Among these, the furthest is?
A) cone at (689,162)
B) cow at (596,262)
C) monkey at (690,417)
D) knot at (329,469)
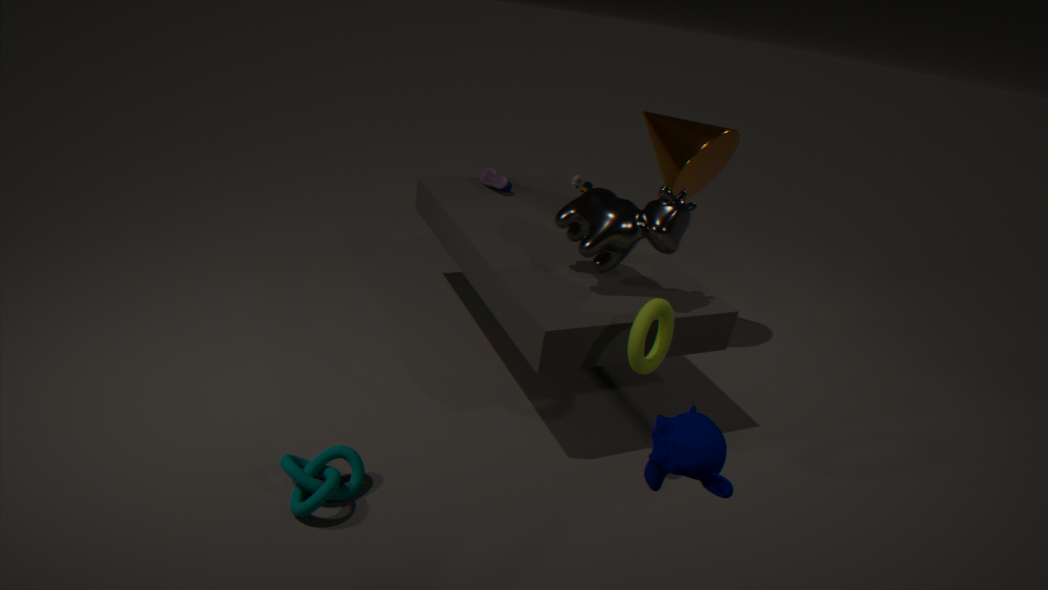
cone at (689,162)
